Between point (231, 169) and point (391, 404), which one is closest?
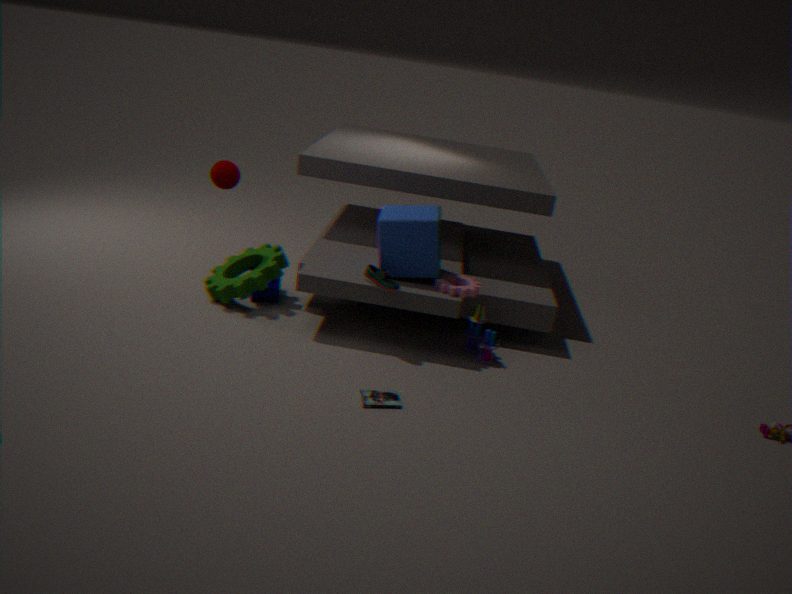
point (391, 404)
